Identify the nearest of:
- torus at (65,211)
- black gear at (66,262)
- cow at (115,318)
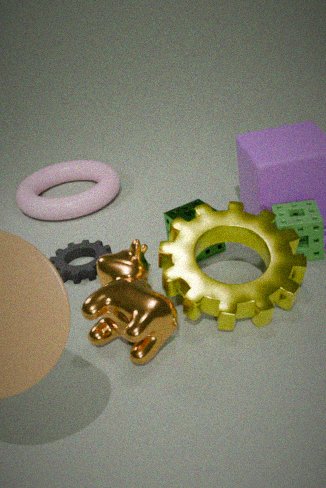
cow at (115,318)
